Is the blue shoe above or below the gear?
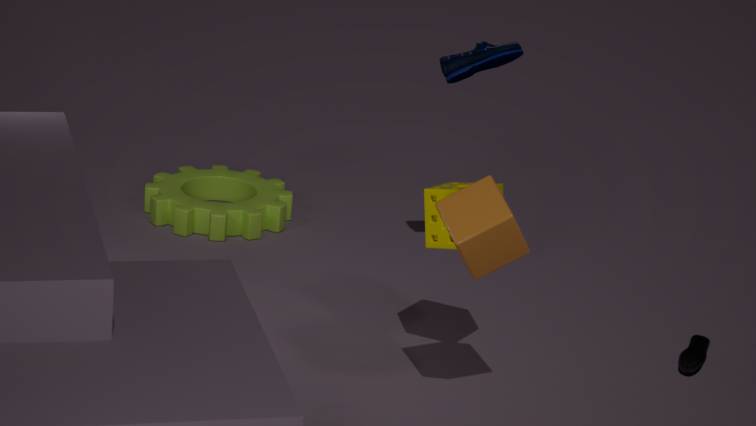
above
